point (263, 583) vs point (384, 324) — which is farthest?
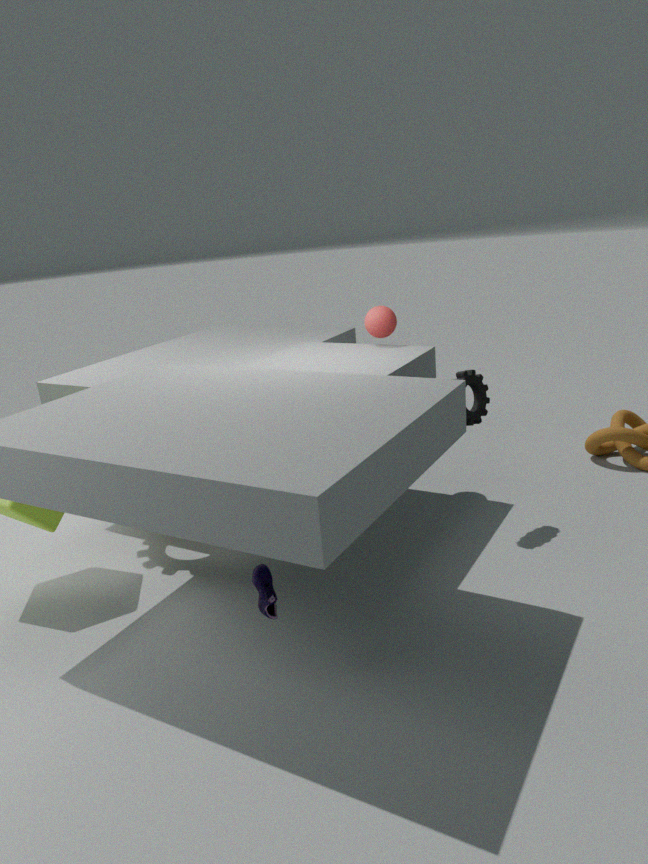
point (384, 324)
